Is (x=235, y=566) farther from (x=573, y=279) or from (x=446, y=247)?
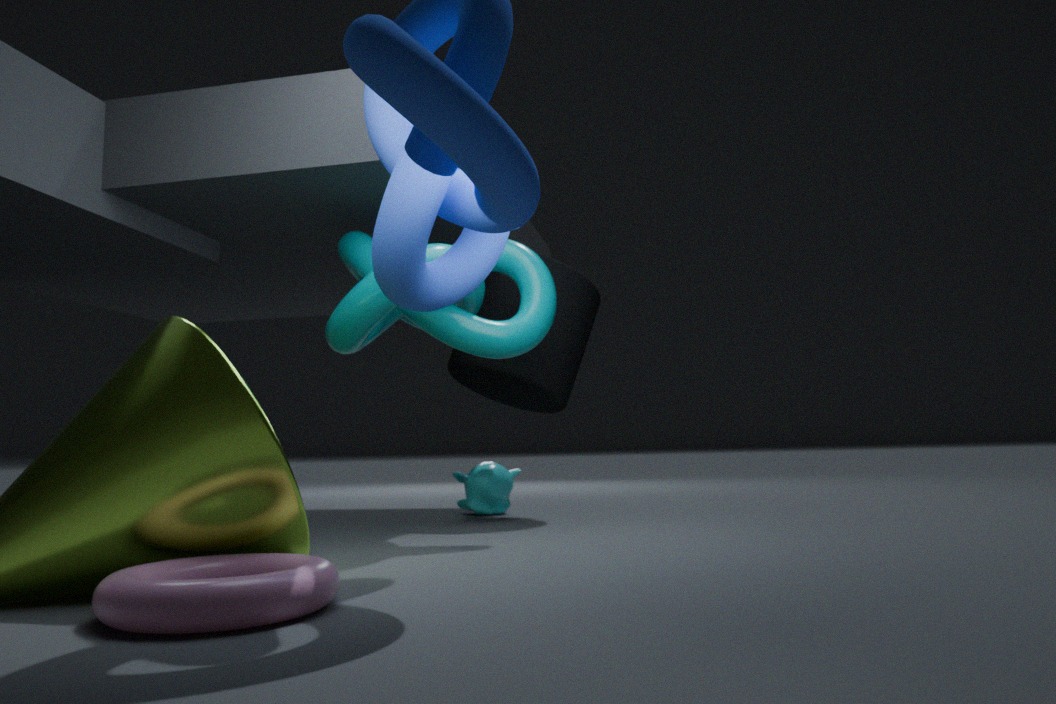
(x=573, y=279)
